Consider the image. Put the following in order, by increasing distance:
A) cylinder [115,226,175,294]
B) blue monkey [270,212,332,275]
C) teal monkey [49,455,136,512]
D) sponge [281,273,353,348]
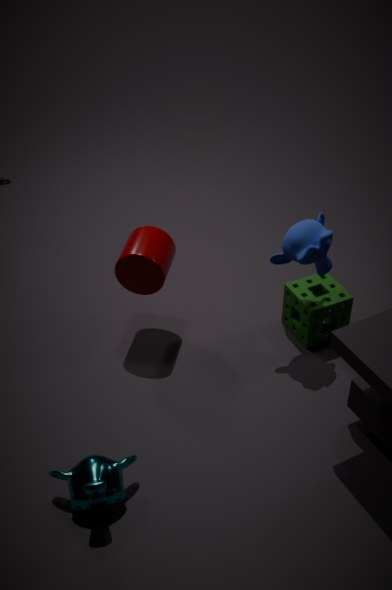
1. teal monkey [49,455,136,512]
2. blue monkey [270,212,332,275]
3. cylinder [115,226,175,294]
4. sponge [281,273,353,348]
